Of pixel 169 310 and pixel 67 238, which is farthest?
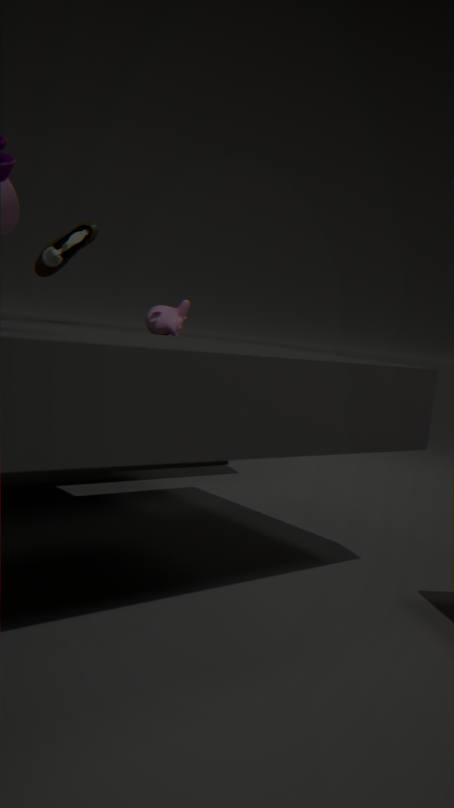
pixel 67 238
